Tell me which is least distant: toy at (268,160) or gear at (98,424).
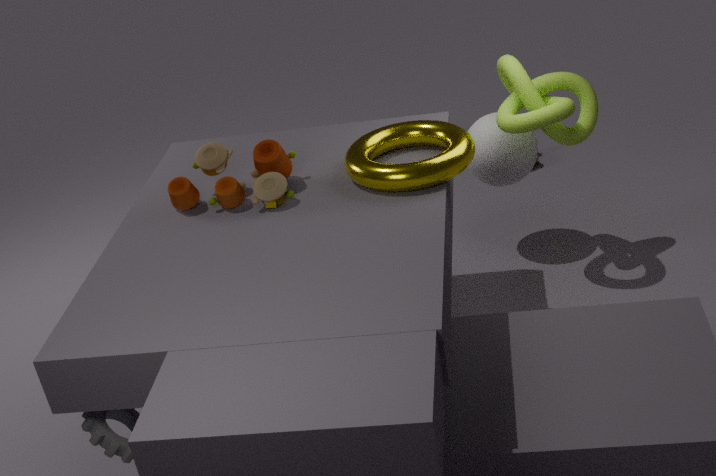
gear at (98,424)
